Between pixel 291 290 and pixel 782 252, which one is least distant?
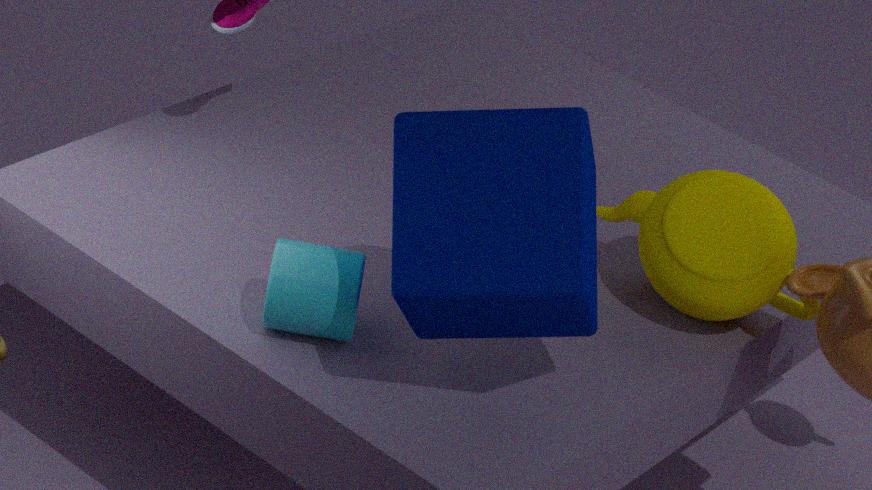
pixel 291 290
